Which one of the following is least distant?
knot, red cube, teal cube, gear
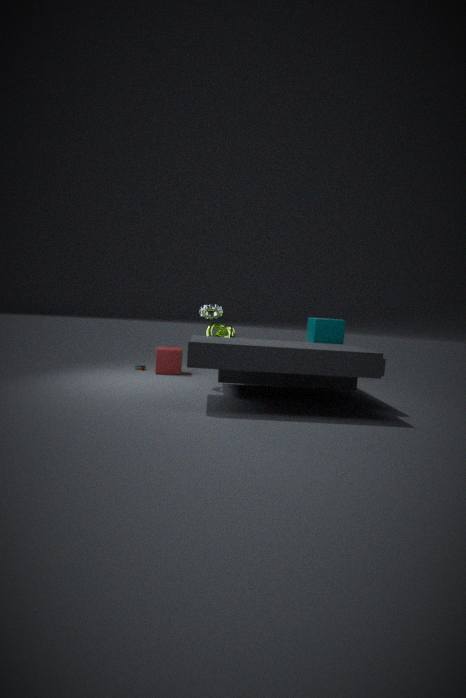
teal cube
